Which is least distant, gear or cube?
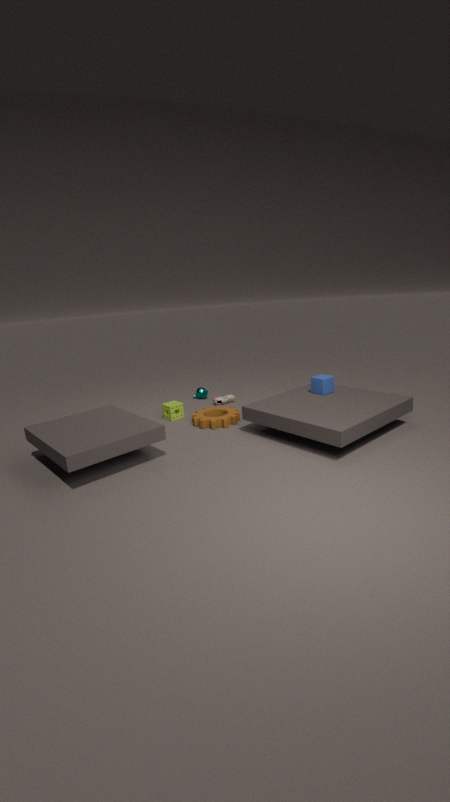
cube
